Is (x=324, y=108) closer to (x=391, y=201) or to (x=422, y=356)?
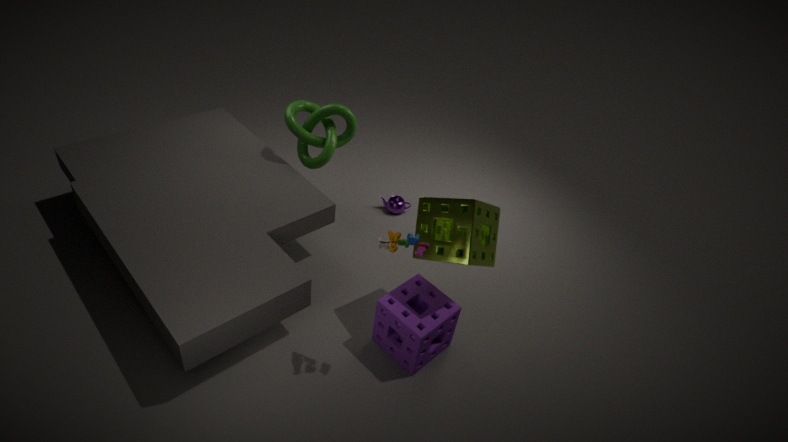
(x=391, y=201)
